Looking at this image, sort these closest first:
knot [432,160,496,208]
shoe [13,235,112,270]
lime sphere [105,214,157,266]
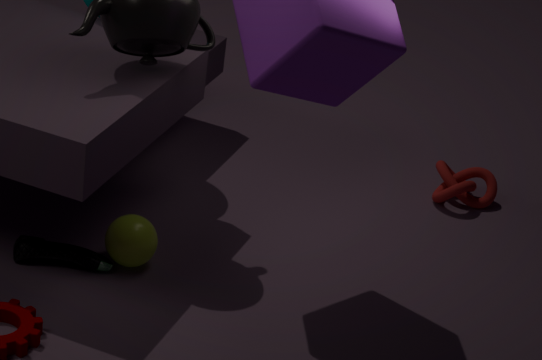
shoe [13,235,112,270] < lime sphere [105,214,157,266] < knot [432,160,496,208]
